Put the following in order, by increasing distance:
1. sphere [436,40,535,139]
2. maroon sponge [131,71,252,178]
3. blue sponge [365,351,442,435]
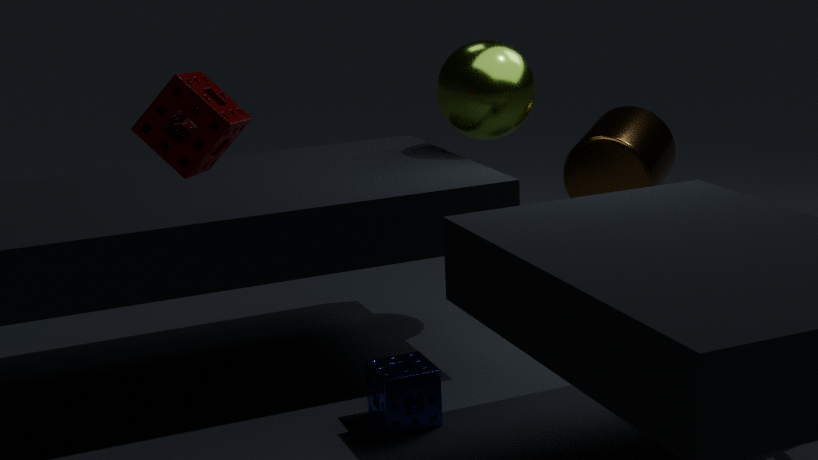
maroon sponge [131,71,252,178], blue sponge [365,351,442,435], sphere [436,40,535,139]
